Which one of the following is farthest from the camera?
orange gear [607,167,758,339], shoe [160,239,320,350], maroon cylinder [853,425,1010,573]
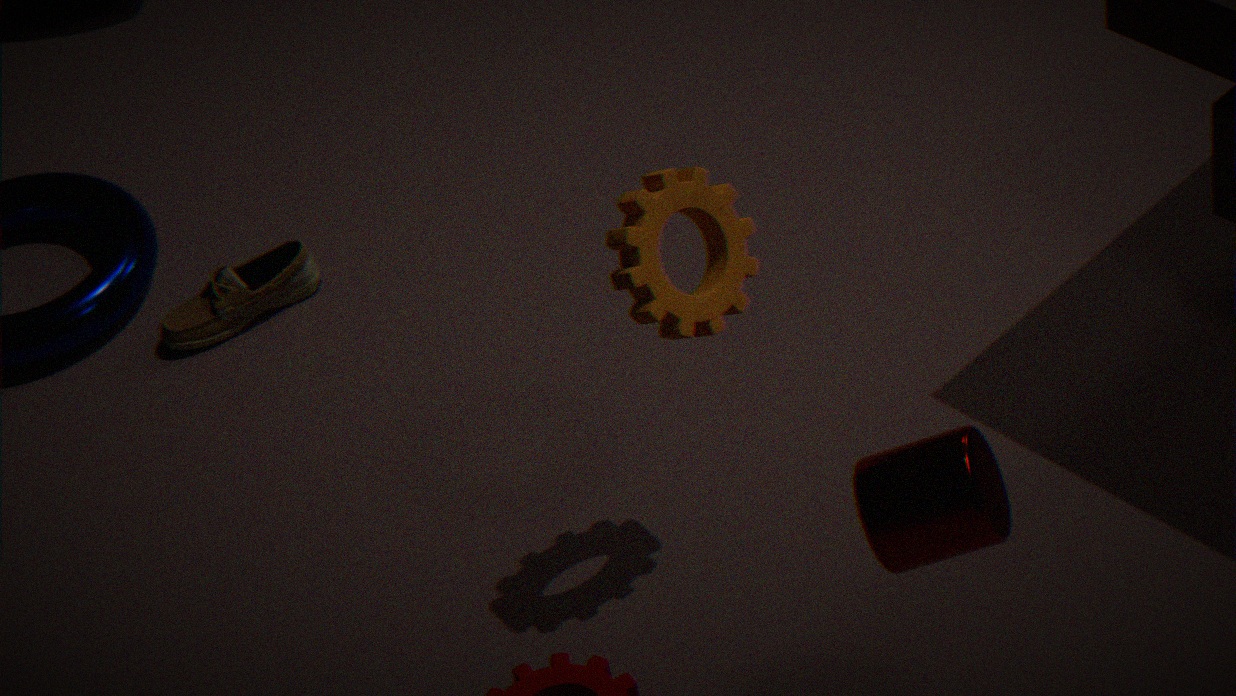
shoe [160,239,320,350]
